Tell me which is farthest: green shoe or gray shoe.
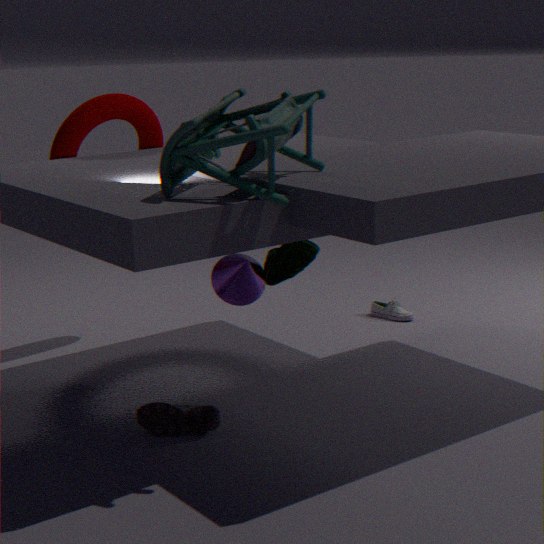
gray shoe
